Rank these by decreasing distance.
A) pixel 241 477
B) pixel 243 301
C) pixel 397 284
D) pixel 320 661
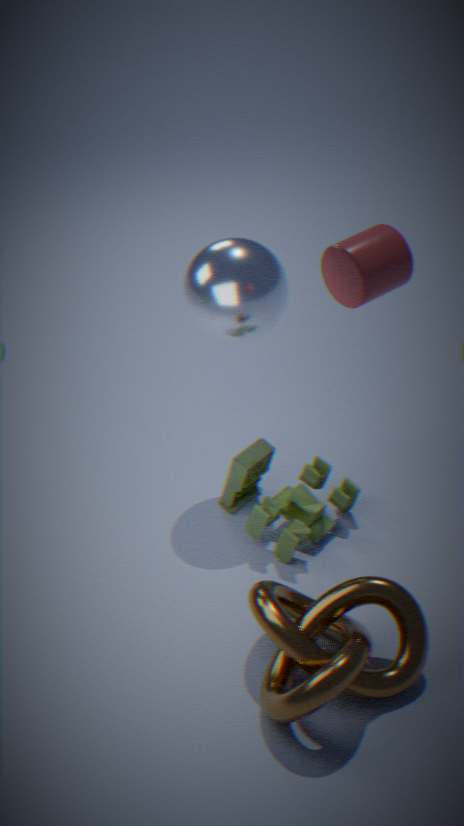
1. pixel 241 477
2. pixel 243 301
3. pixel 320 661
4. pixel 397 284
